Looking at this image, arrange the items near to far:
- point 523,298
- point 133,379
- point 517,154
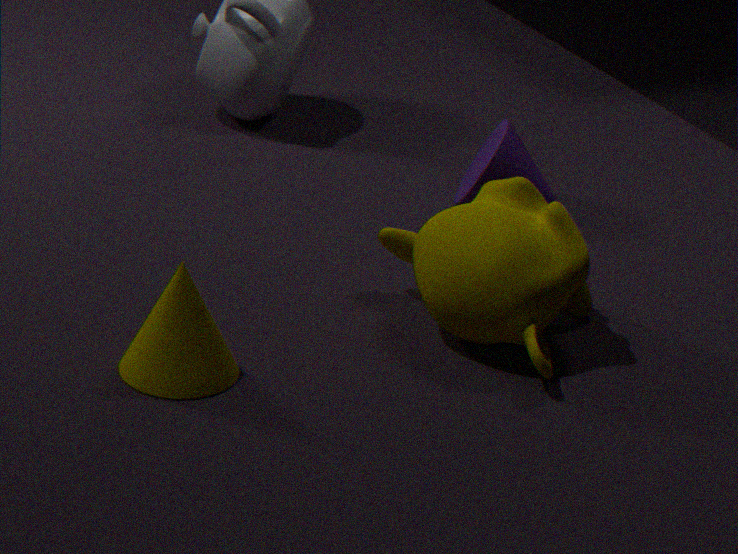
point 133,379 → point 523,298 → point 517,154
